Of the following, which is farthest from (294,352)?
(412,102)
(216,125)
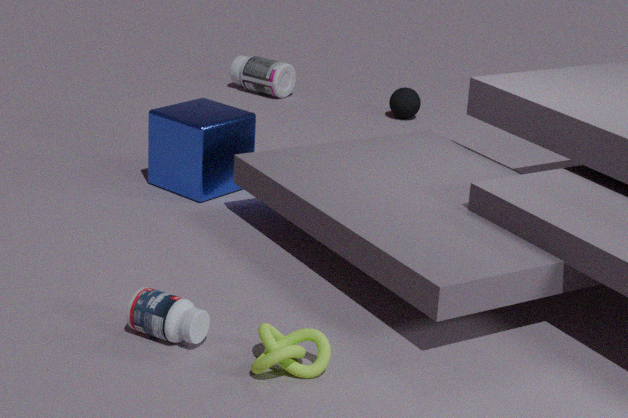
(412,102)
